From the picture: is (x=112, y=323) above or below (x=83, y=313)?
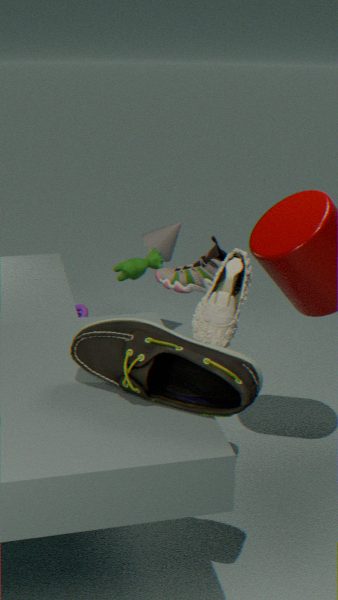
above
